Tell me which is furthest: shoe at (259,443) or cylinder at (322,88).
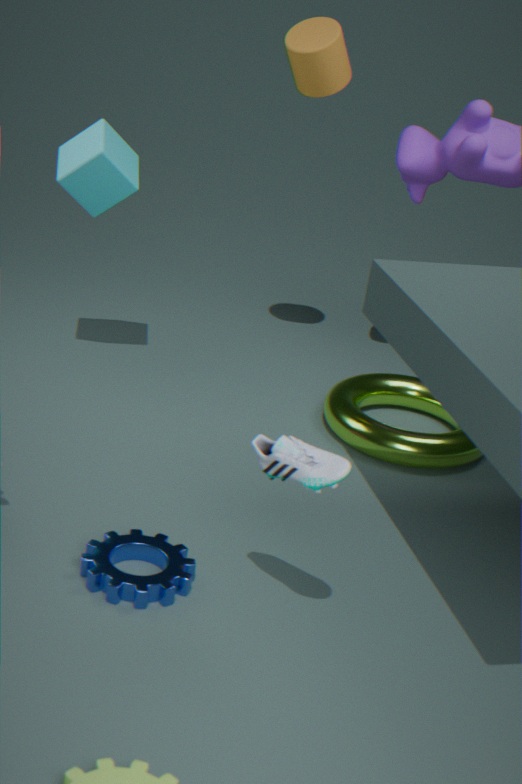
cylinder at (322,88)
